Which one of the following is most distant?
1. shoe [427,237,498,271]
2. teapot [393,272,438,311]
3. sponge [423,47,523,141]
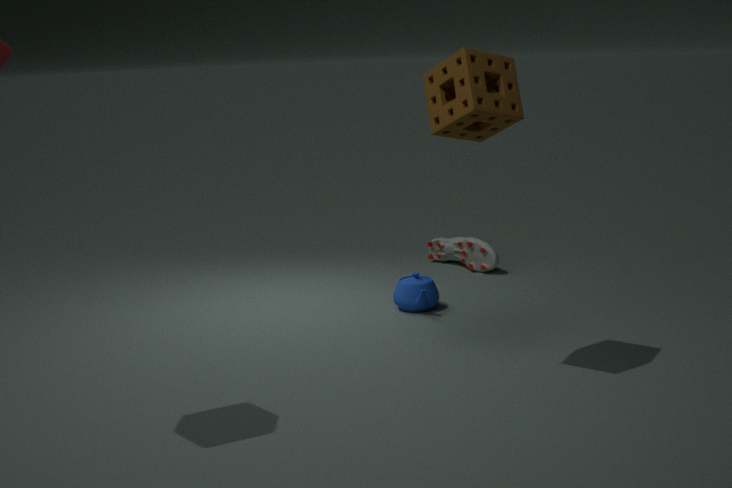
shoe [427,237,498,271]
